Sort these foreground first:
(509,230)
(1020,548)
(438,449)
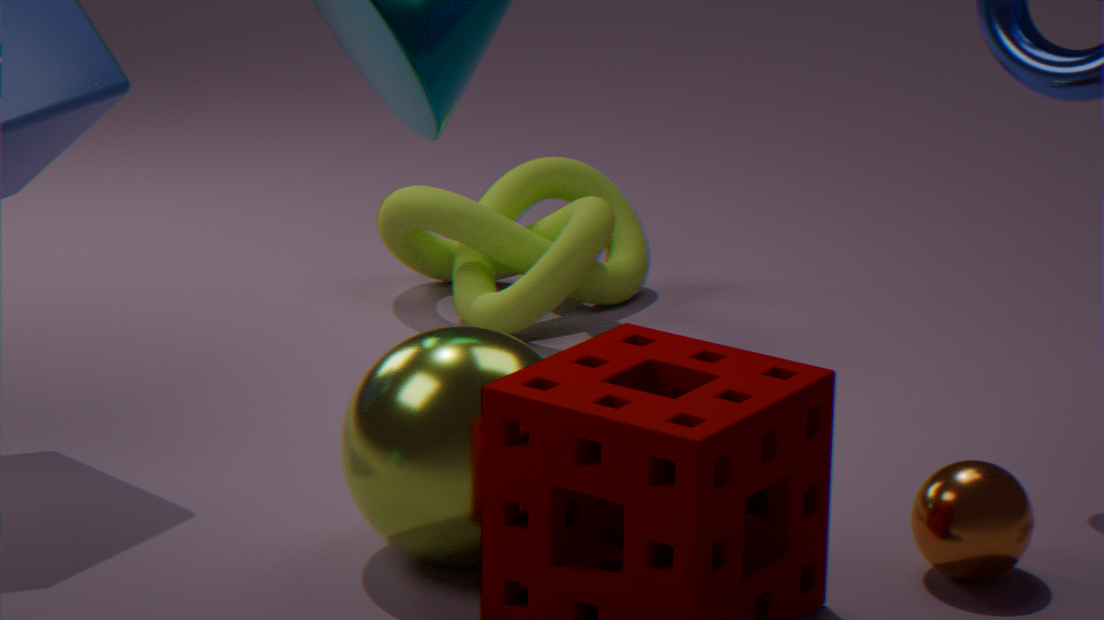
1. (438,449)
2. (1020,548)
3. (509,230)
